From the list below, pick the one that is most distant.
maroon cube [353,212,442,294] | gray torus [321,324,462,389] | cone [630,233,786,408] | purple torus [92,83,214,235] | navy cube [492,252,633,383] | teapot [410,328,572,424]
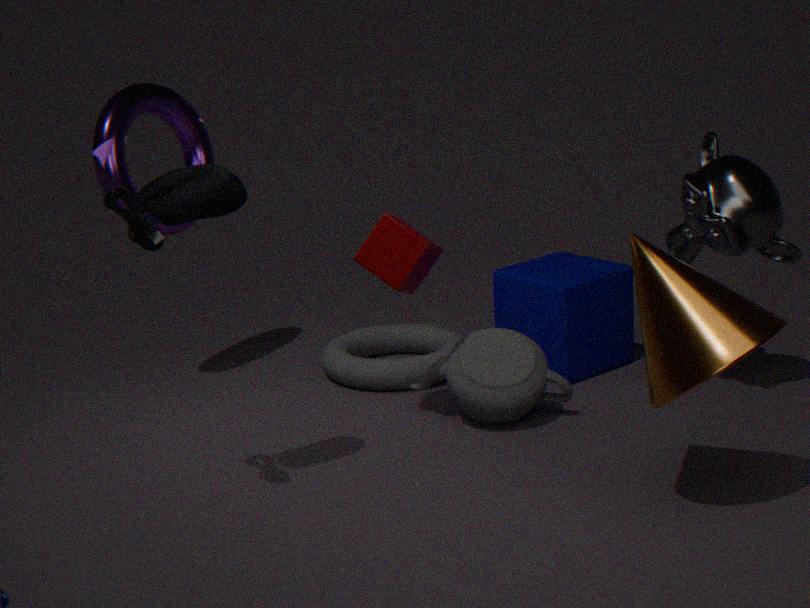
gray torus [321,324,462,389]
